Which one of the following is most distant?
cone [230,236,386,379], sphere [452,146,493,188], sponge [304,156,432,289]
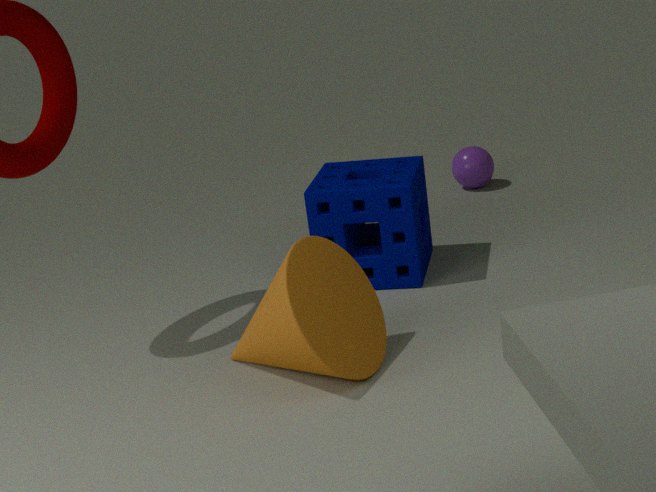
sphere [452,146,493,188]
